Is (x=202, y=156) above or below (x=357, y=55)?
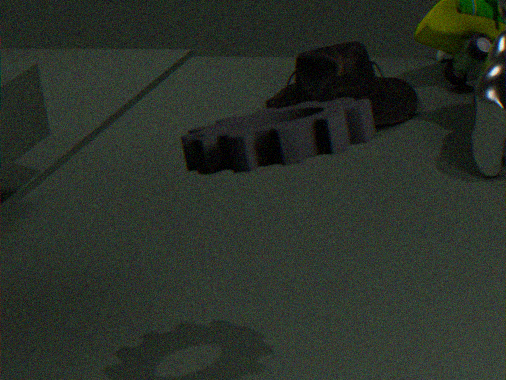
above
